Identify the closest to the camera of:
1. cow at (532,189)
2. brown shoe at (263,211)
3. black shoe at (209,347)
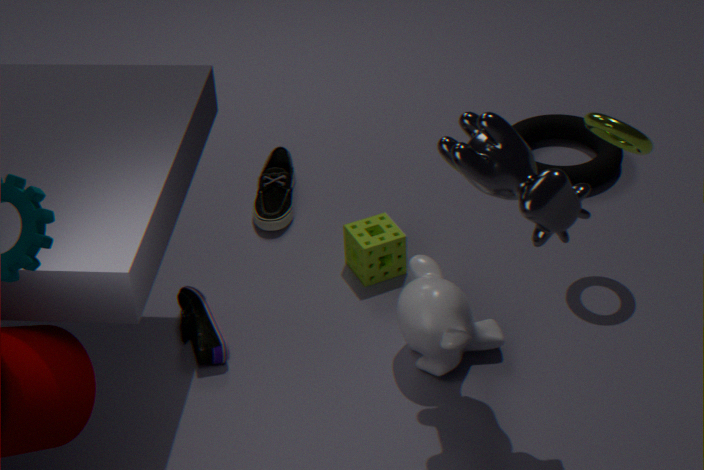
cow at (532,189)
